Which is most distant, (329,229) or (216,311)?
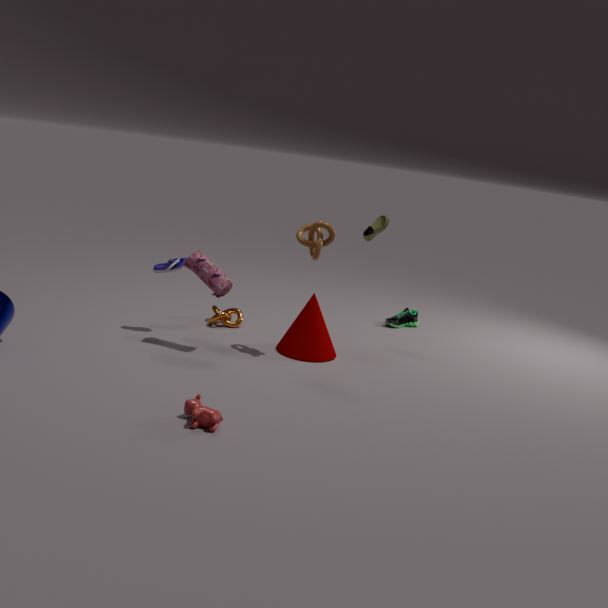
(216,311)
